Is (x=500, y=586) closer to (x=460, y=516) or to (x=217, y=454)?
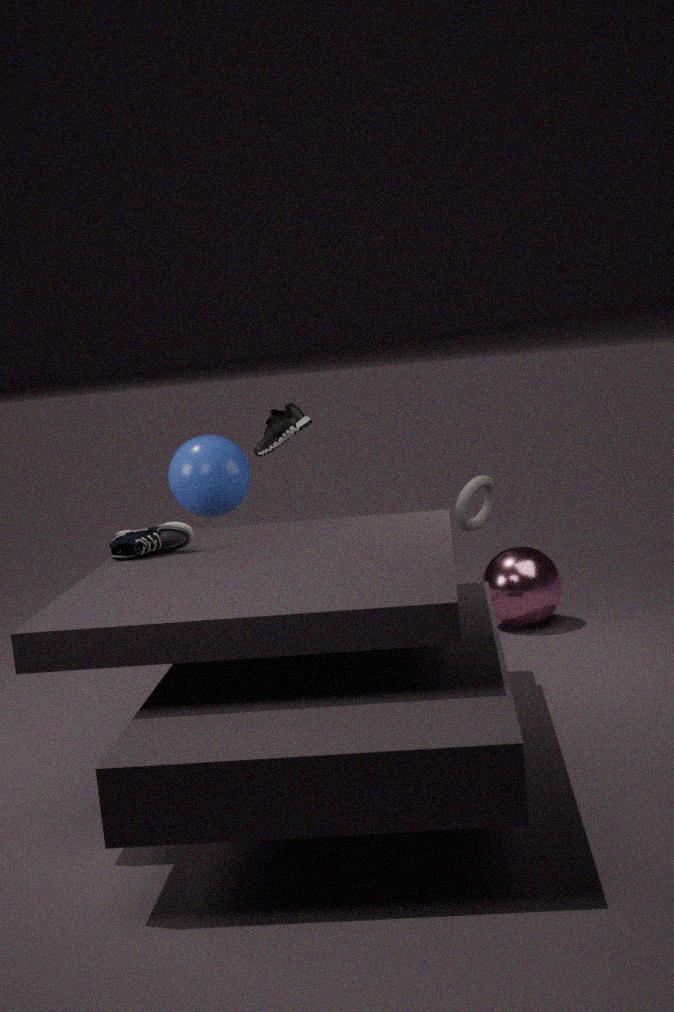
(x=460, y=516)
